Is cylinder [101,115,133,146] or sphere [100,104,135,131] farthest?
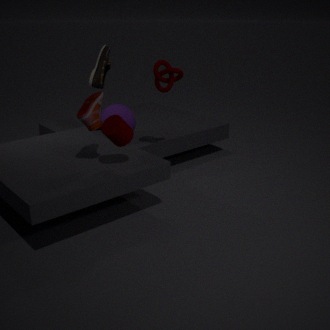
sphere [100,104,135,131]
